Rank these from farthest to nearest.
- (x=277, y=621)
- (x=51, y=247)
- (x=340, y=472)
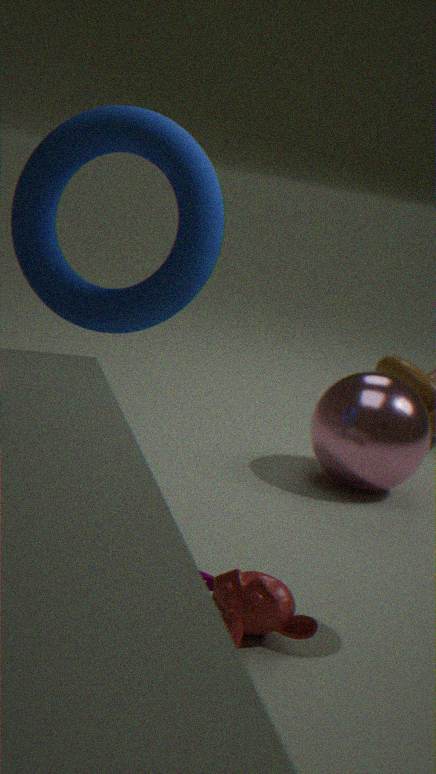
1. (x=340, y=472)
2. (x=51, y=247)
3. (x=277, y=621)
